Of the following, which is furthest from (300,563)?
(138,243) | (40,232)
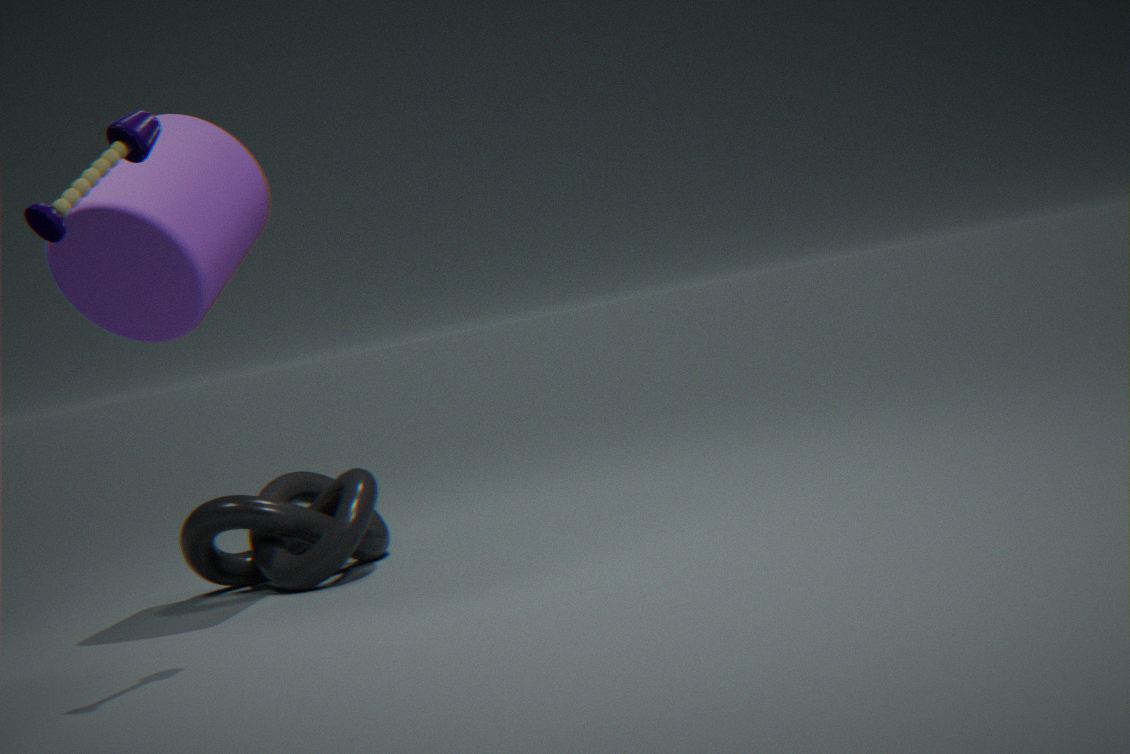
(40,232)
